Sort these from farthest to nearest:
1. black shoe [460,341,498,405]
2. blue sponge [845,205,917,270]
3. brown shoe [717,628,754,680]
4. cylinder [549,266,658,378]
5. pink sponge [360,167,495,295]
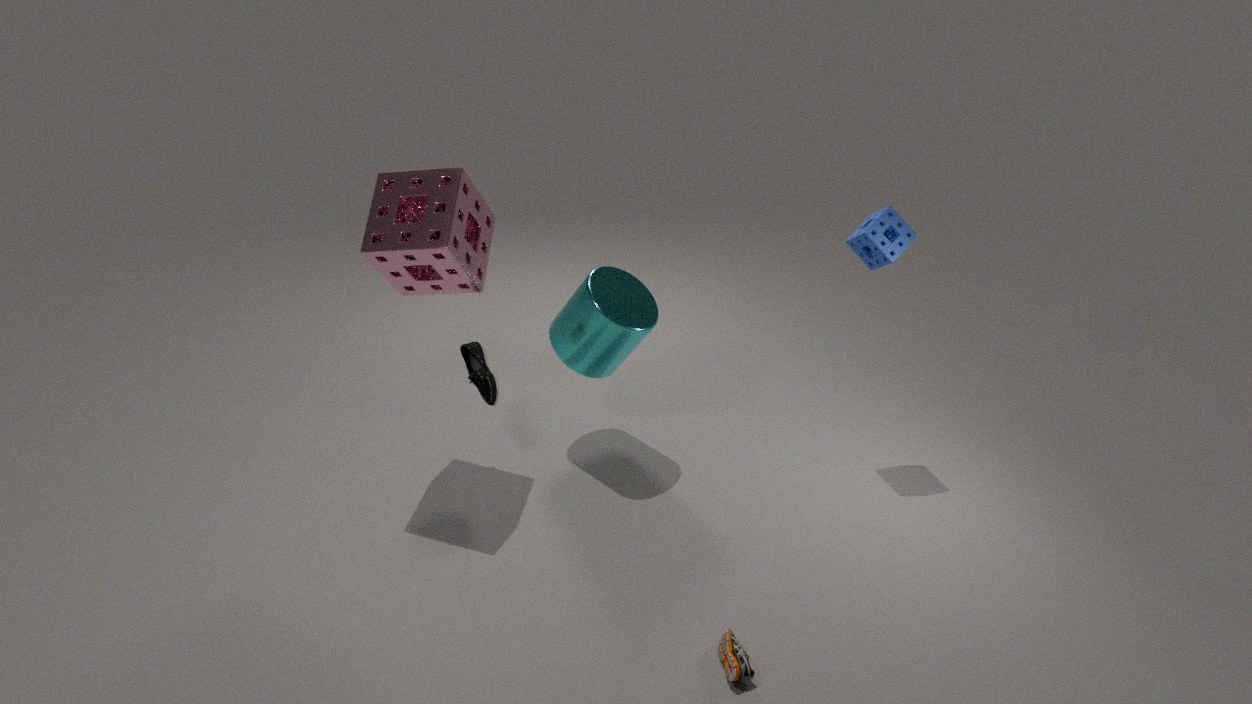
blue sponge [845,205,917,270], cylinder [549,266,658,378], black shoe [460,341,498,405], pink sponge [360,167,495,295], brown shoe [717,628,754,680]
